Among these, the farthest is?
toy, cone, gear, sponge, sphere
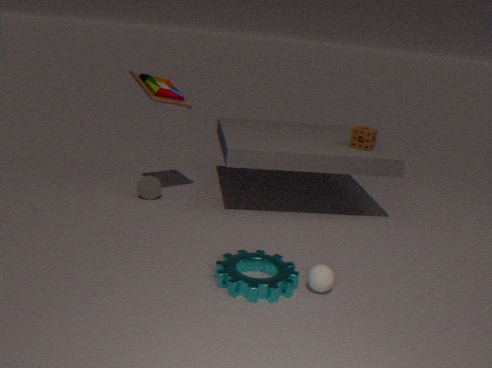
cone
